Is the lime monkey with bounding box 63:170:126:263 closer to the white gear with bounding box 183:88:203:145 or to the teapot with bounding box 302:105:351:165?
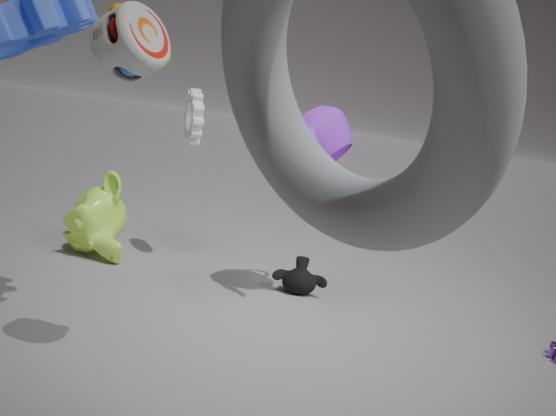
the white gear with bounding box 183:88:203:145
